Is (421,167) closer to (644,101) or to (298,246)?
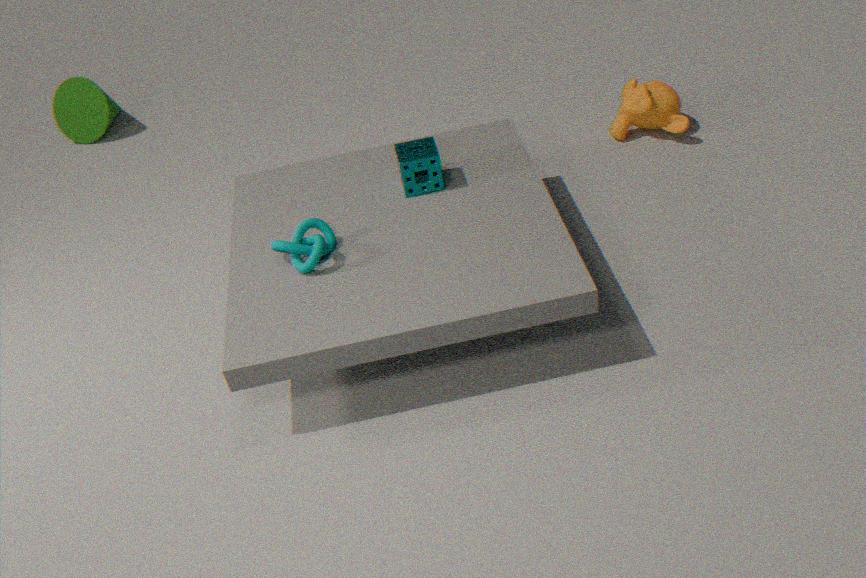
(298,246)
